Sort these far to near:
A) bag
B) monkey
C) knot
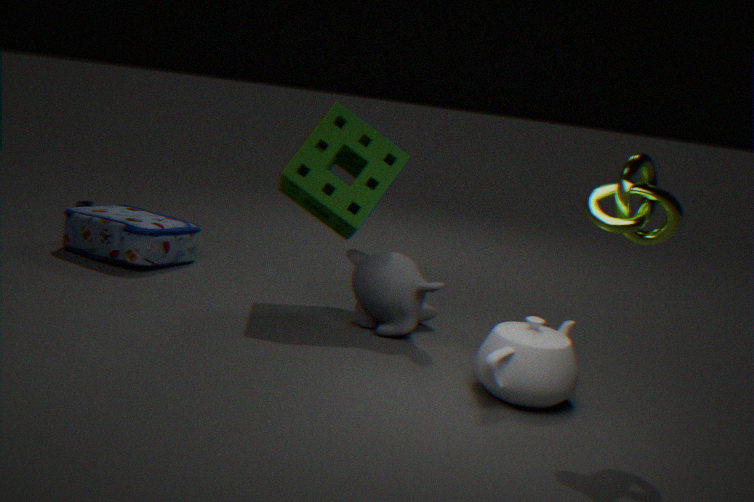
bag → monkey → knot
